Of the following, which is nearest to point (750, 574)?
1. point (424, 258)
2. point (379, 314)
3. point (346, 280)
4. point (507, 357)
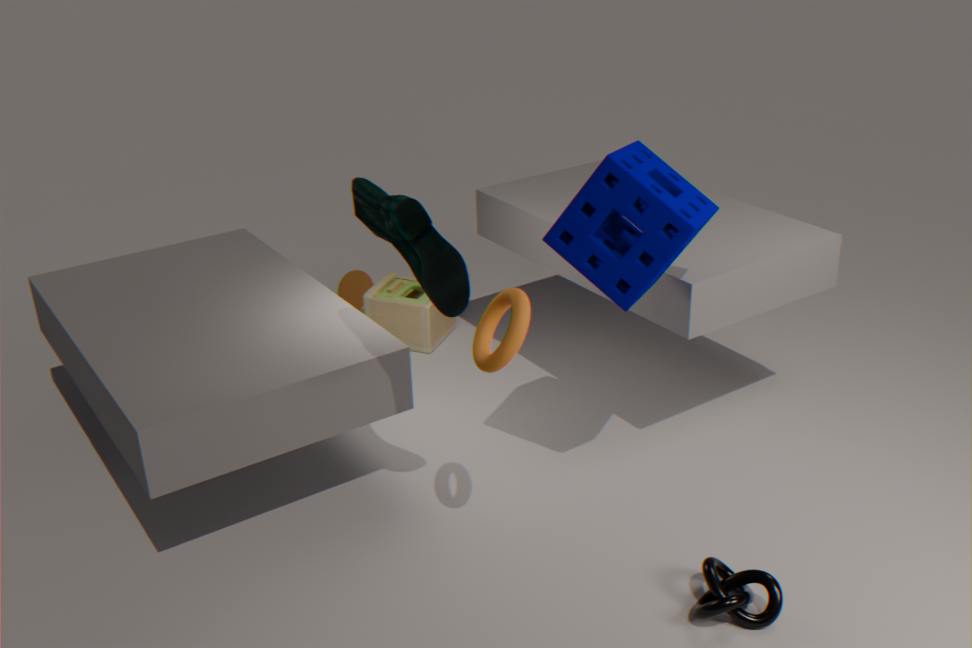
point (507, 357)
